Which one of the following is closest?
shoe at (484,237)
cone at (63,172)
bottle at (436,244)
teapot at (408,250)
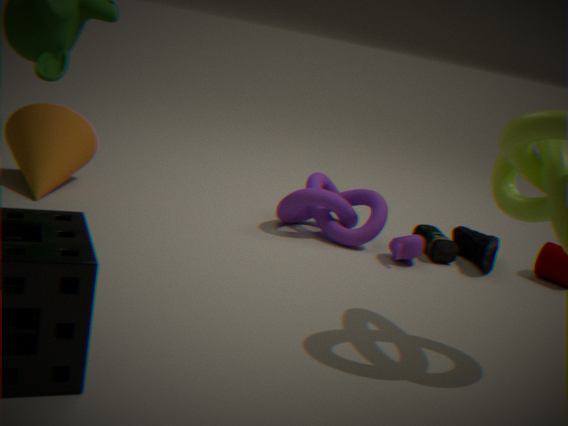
cone at (63,172)
